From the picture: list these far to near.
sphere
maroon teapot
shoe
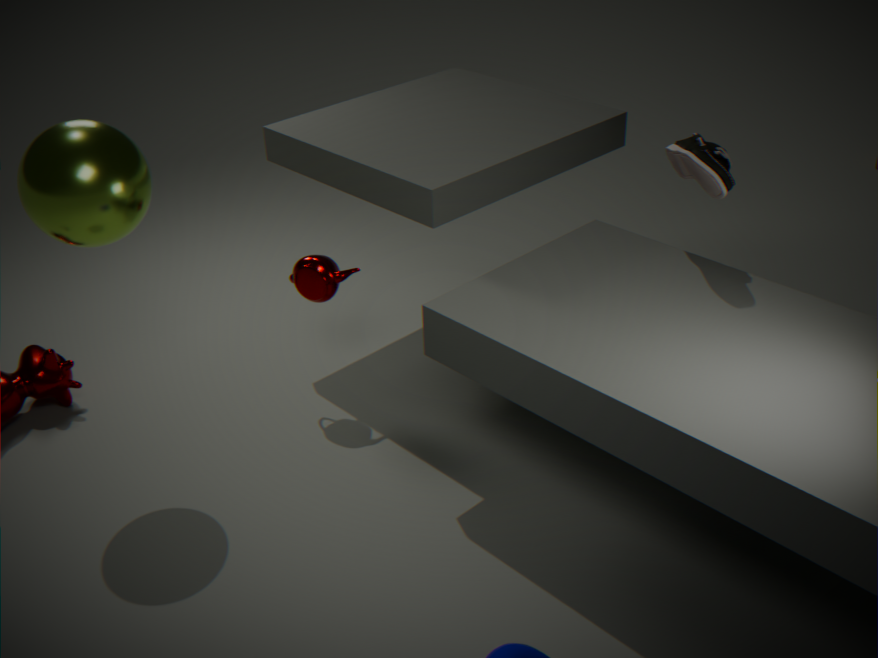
1. maroon teapot
2. shoe
3. sphere
